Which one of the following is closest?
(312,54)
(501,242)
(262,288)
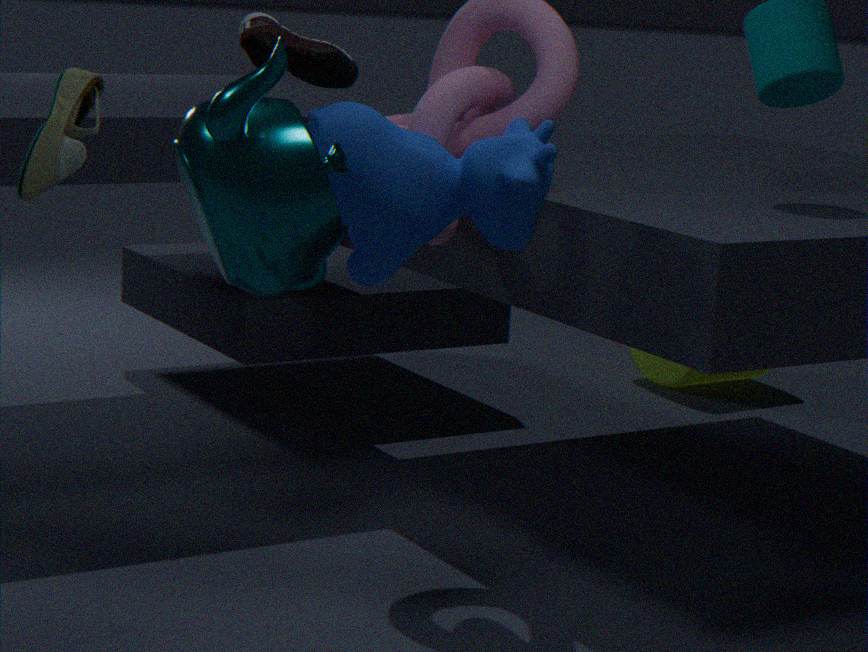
(262,288)
